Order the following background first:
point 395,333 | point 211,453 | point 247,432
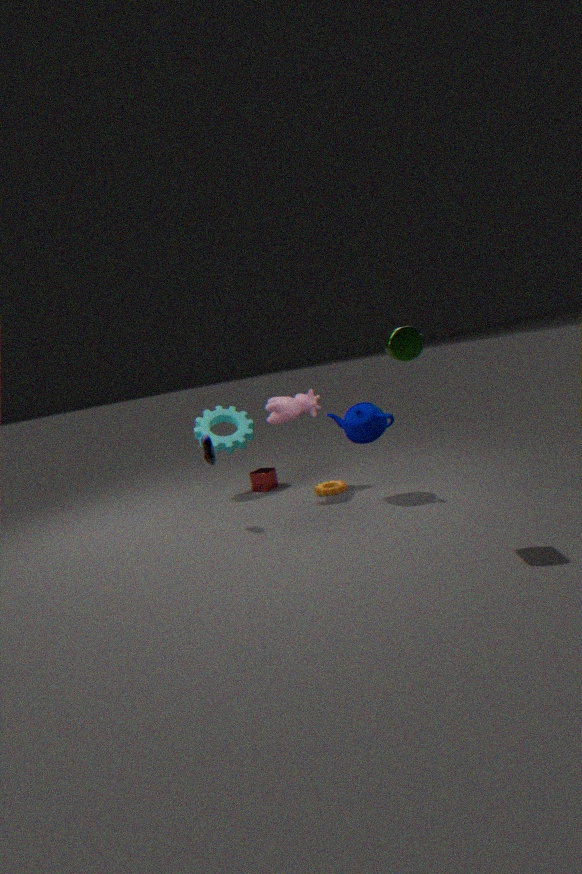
point 247,432 → point 211,453 → point 395,333
